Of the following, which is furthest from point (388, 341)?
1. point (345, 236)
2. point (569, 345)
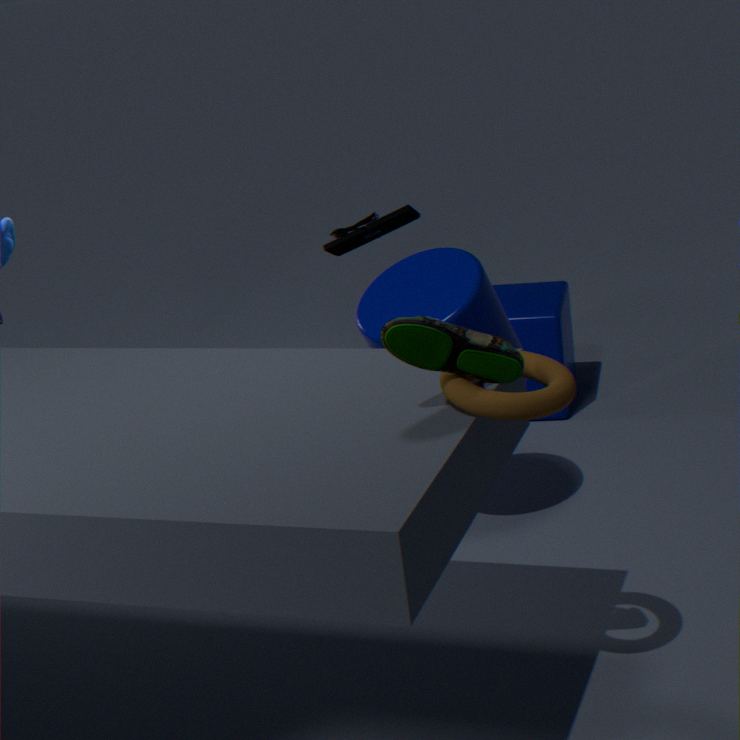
point (569, 345)
